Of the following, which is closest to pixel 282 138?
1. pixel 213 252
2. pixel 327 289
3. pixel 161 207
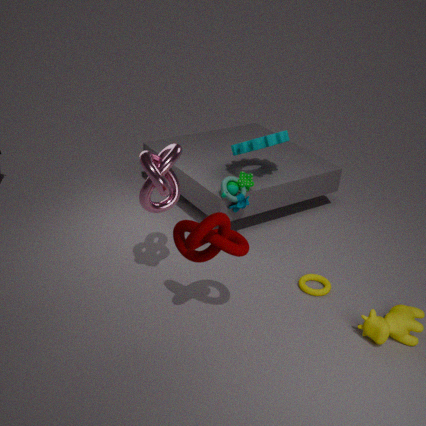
pixel 327 289
